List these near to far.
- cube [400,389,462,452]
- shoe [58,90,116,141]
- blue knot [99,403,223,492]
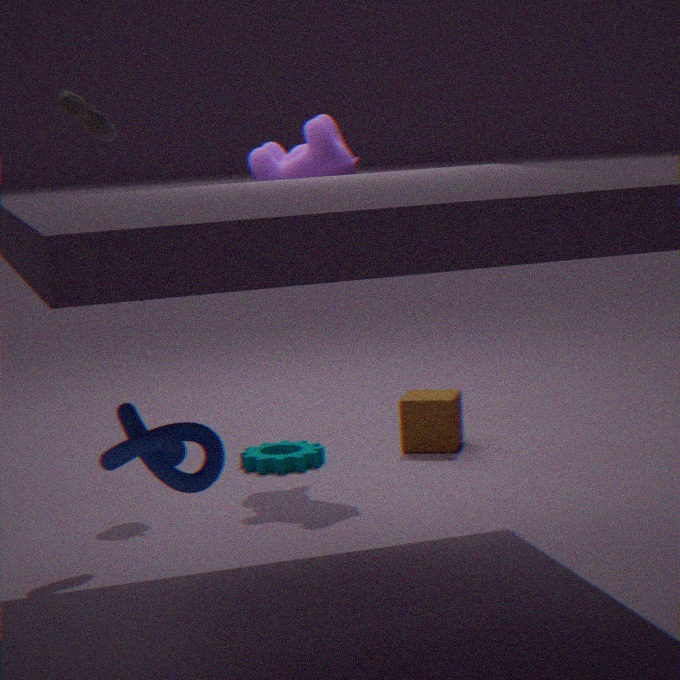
blue knot [99,403,223,492] < shoe [58,90,116,141] < cube [400,389,462,452]
